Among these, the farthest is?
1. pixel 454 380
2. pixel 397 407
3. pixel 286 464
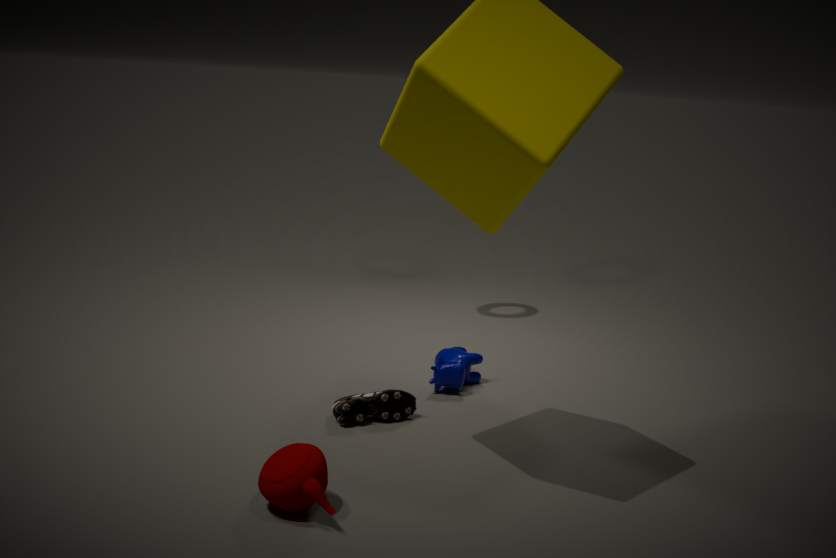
pixel 454 380
